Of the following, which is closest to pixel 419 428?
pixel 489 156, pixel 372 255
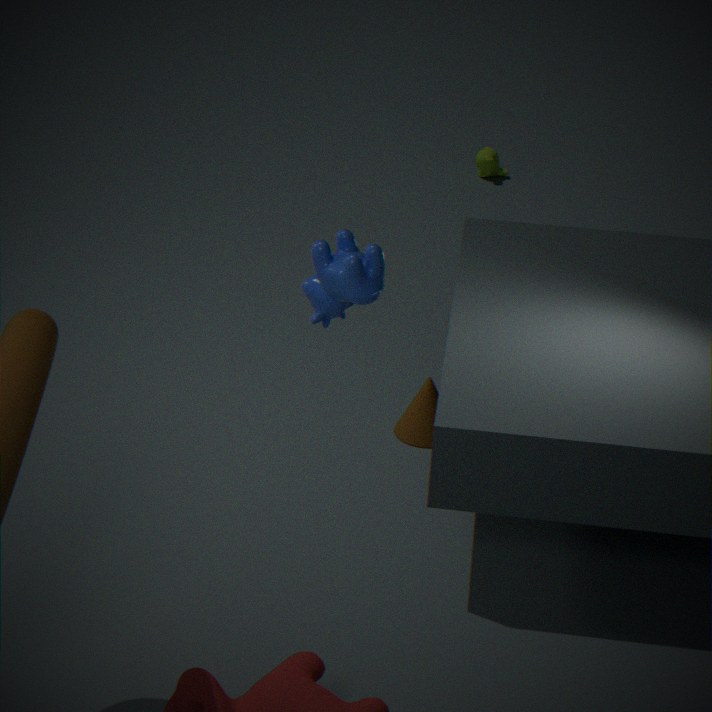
pixel 372 255
